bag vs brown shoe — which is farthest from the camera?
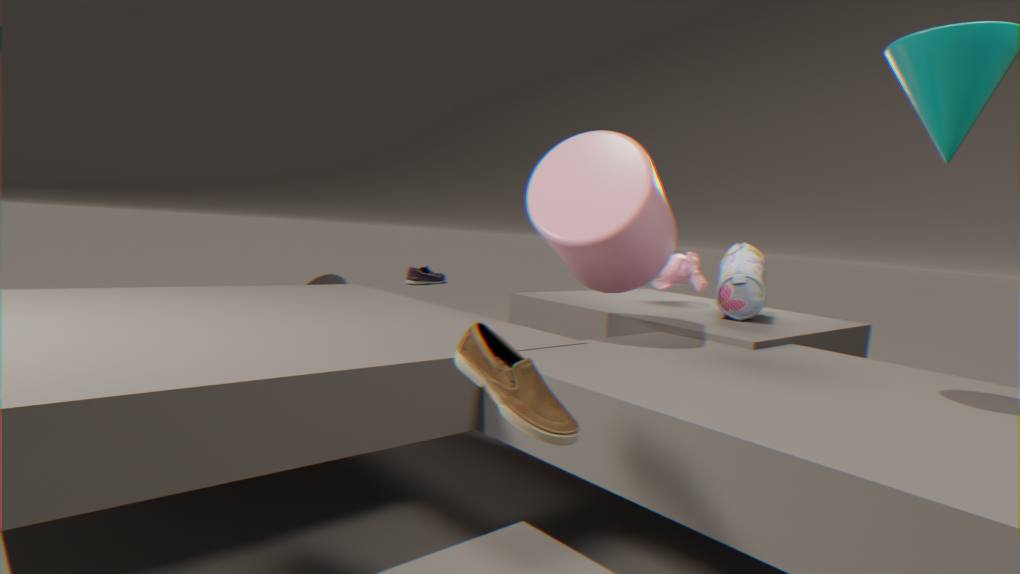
bag
